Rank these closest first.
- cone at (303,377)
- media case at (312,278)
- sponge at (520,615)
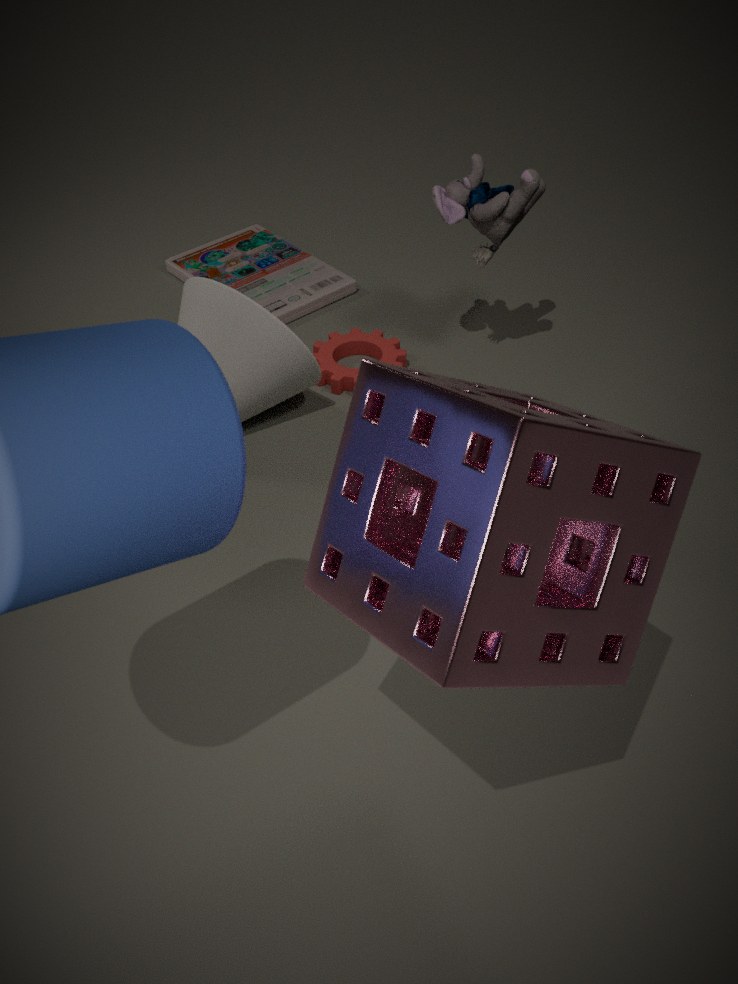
1. sponge at (520,615)
2. cone at (303,377)
3. media case at (312,278)
